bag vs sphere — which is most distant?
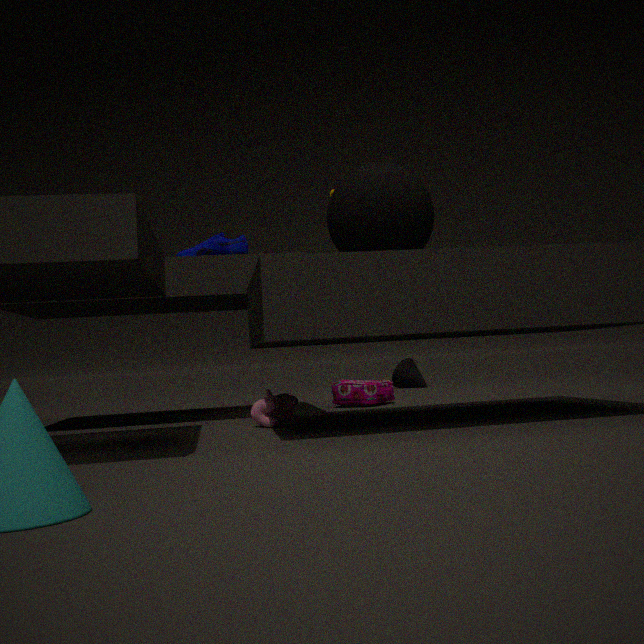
bag
